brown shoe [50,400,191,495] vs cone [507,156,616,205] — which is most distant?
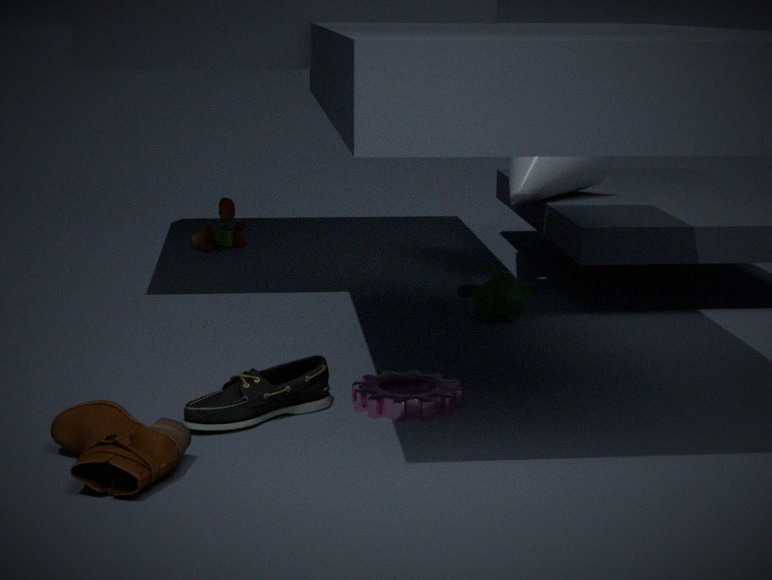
cone [507,156,616,205]
